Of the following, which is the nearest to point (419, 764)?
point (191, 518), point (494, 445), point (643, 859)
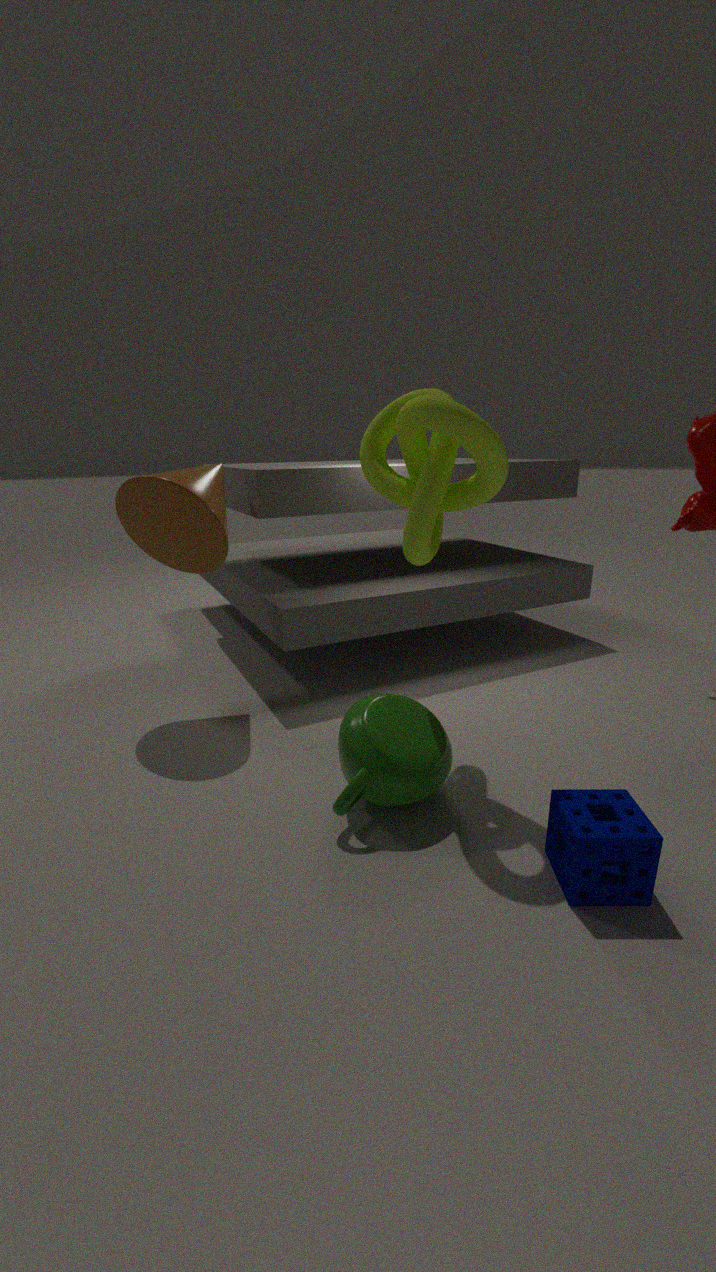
point (643, 859)
